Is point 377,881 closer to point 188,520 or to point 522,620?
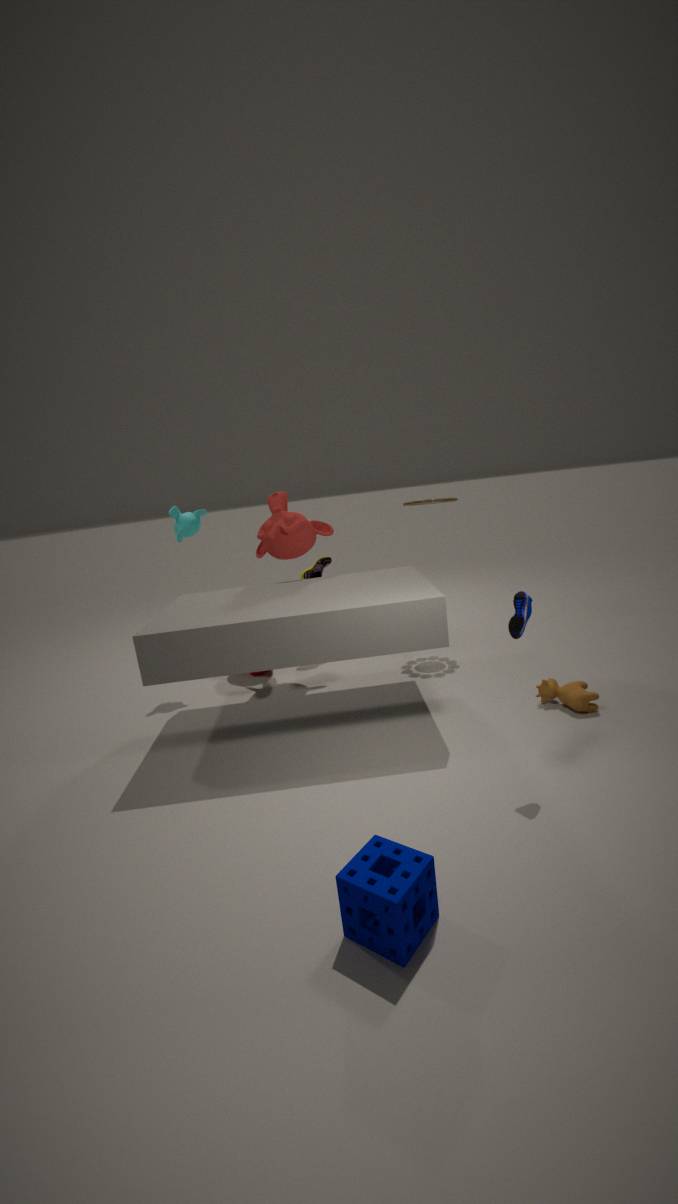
point 522,620
